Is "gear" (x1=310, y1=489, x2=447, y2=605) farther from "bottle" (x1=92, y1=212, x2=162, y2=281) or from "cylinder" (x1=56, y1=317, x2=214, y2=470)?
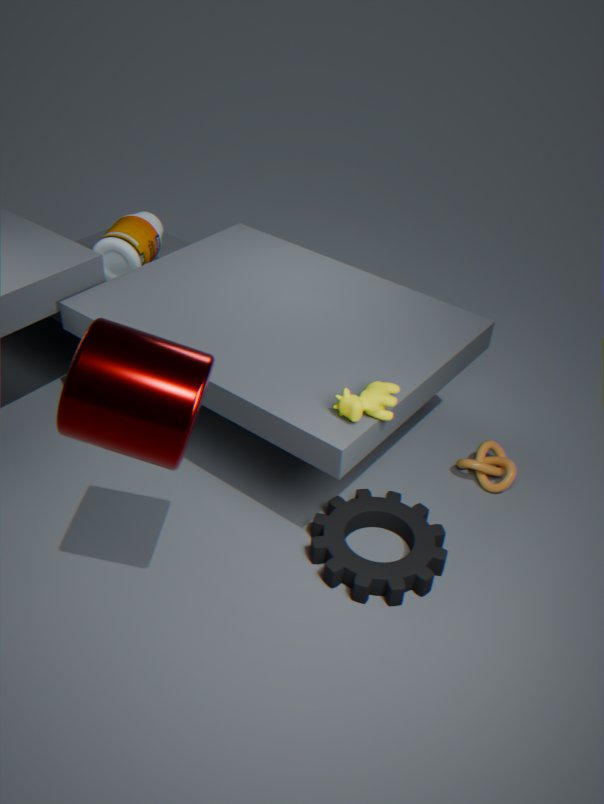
"bottle" (x1=92, y1=212, x2=162, y2=281)
